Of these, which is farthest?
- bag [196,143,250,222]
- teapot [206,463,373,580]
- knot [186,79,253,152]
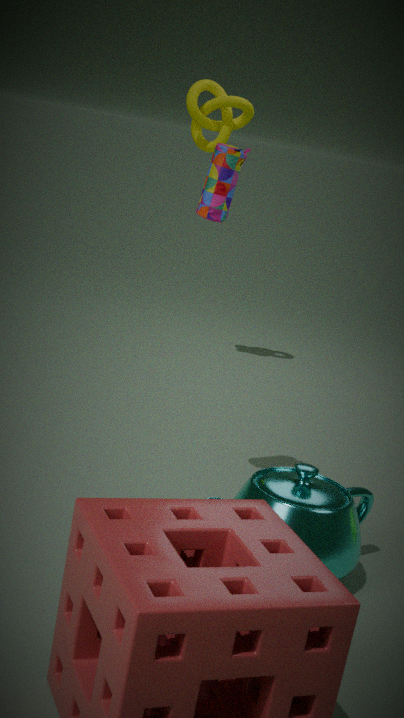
Answer: knot [186,79,253,152]
